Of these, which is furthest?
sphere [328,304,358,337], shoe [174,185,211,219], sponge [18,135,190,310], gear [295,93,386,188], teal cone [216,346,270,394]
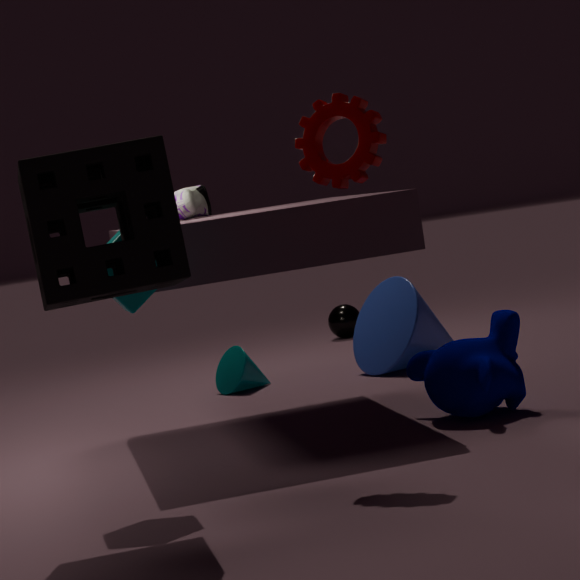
sphere [328,304,358,337]
